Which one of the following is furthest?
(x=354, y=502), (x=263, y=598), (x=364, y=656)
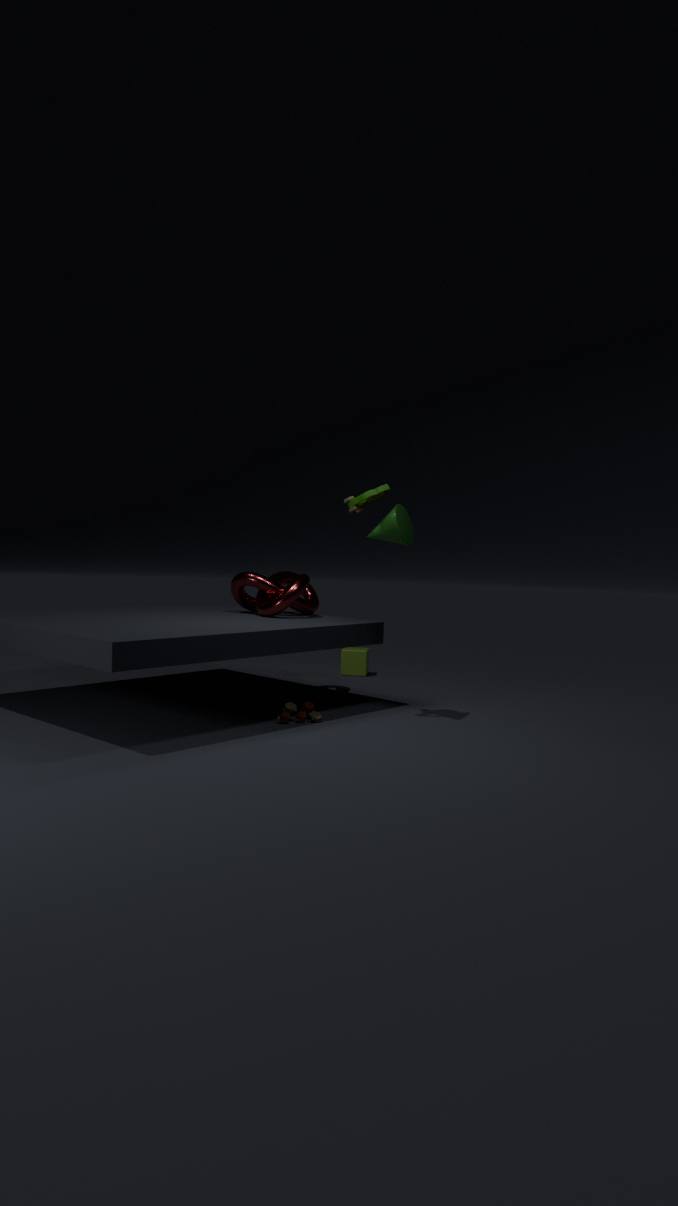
(x=364, y=656)
